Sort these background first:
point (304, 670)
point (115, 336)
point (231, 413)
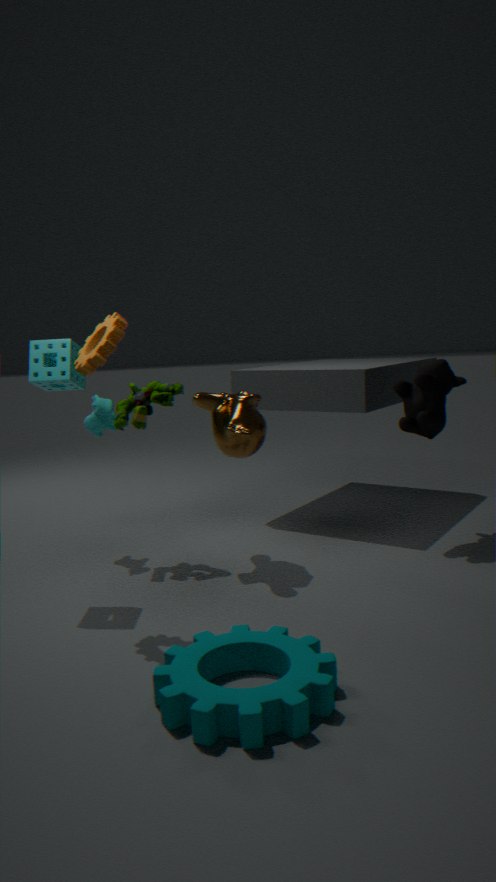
1. point (231, 413)
2. point (115, 336)
3. point (304, 670)
